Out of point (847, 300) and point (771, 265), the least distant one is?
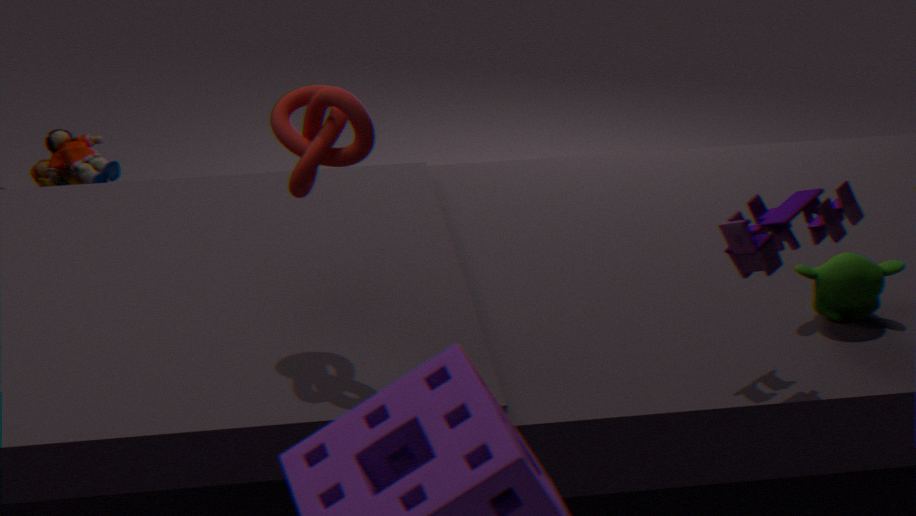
point (771, 265)
